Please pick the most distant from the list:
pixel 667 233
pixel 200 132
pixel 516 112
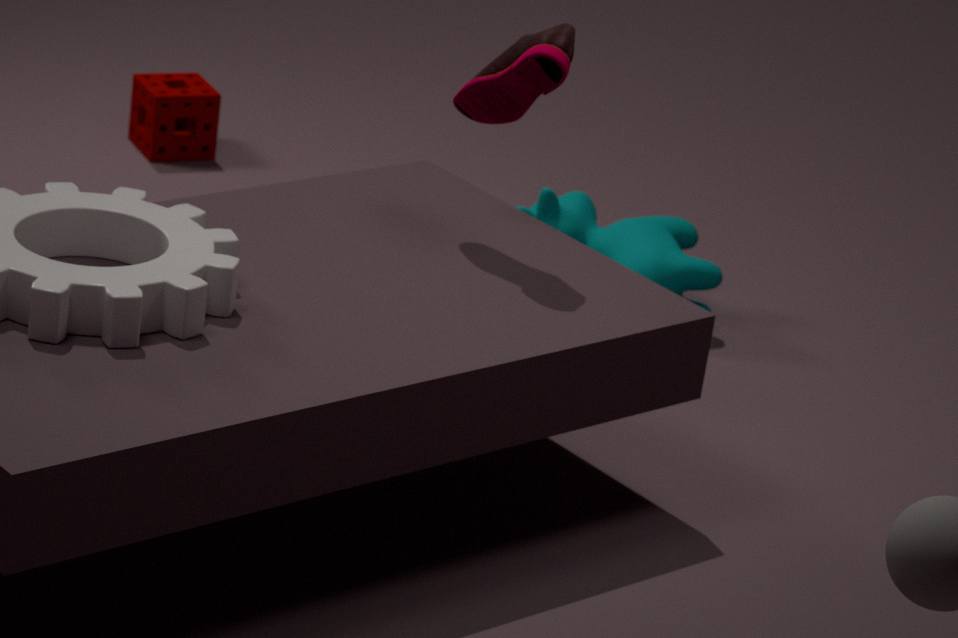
pixel 200 132
